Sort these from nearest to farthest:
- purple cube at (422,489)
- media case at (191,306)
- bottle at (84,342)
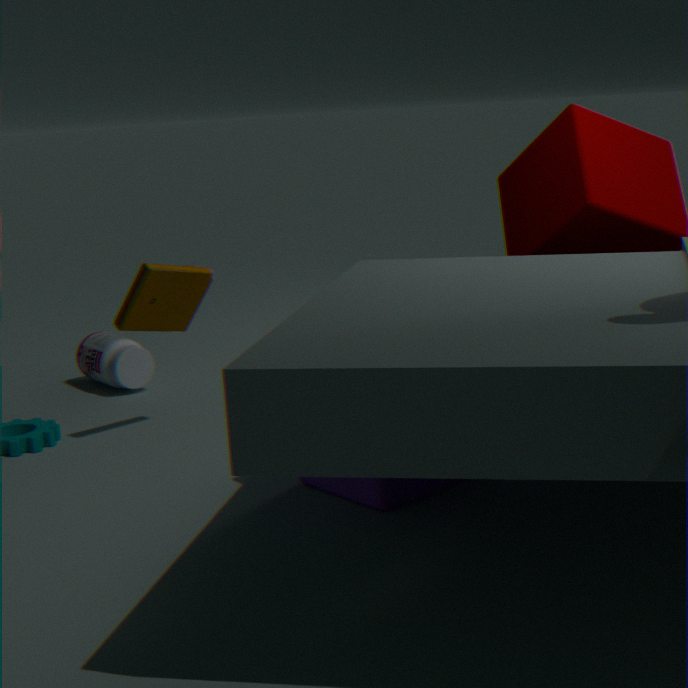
purple cube at (422,489) → media case at (191,306) → bottle at (84,342)
